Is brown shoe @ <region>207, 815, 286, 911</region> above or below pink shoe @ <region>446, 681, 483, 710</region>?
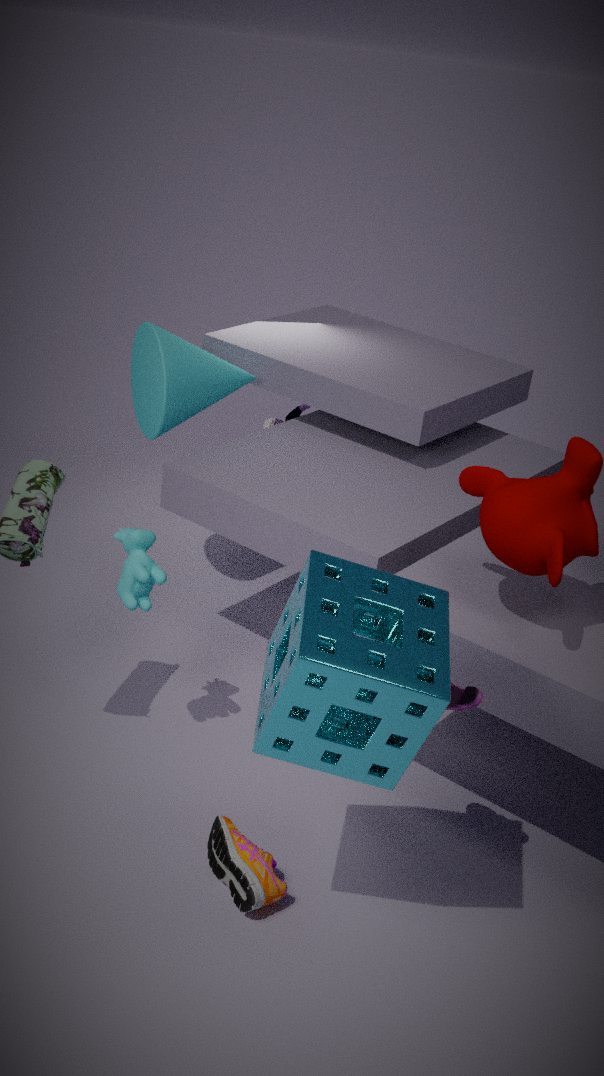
below
